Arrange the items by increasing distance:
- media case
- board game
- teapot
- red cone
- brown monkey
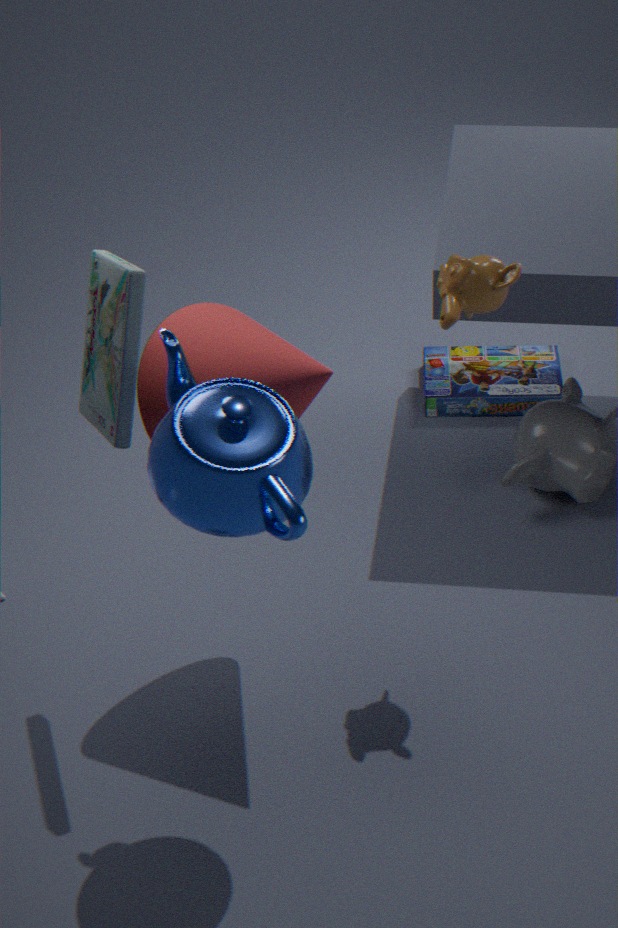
teapot
media case
red cone
brown monkey
board game
